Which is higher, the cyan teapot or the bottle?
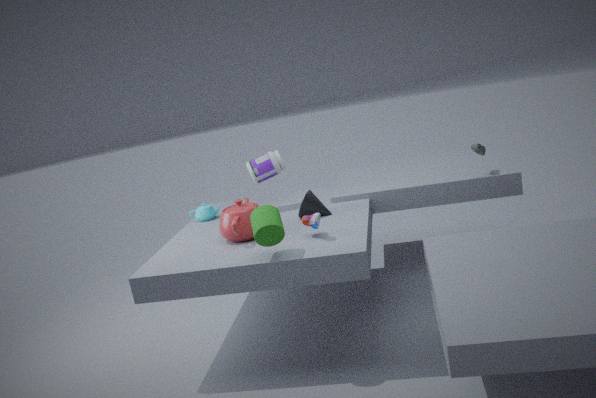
the bottle
